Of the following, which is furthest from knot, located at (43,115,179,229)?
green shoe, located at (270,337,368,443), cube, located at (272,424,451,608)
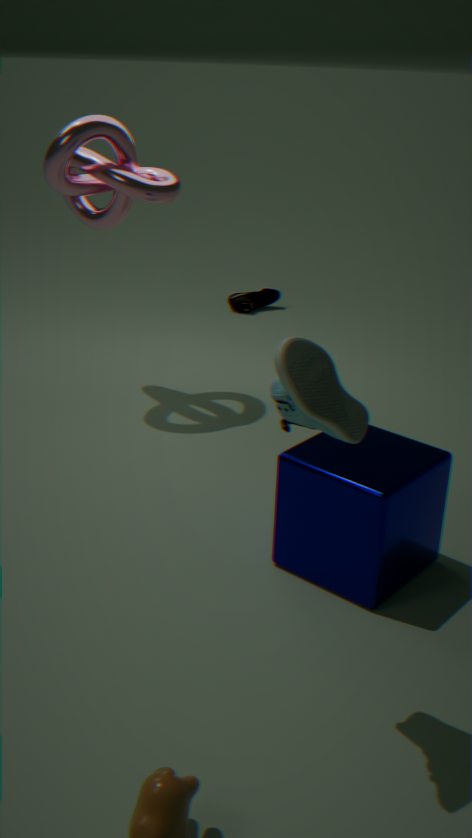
green shoe, located at (270,337,368,443)
